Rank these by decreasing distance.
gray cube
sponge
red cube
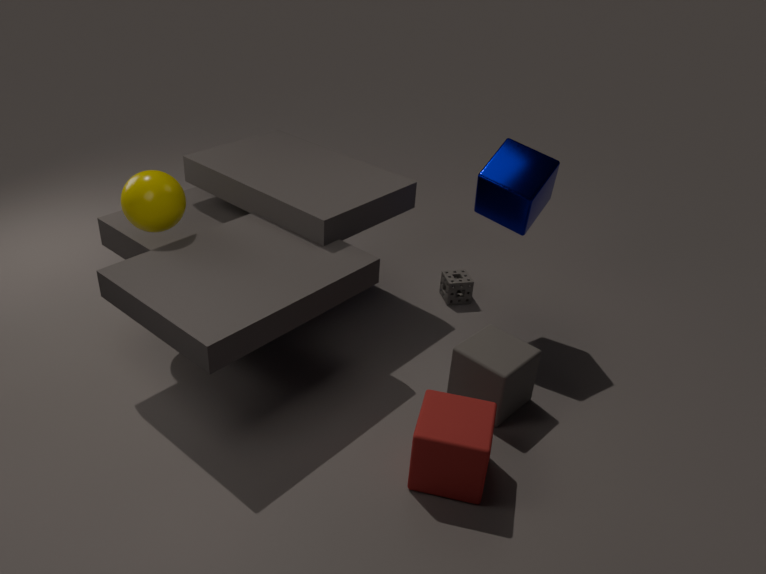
sponge, gray cube, red cube
